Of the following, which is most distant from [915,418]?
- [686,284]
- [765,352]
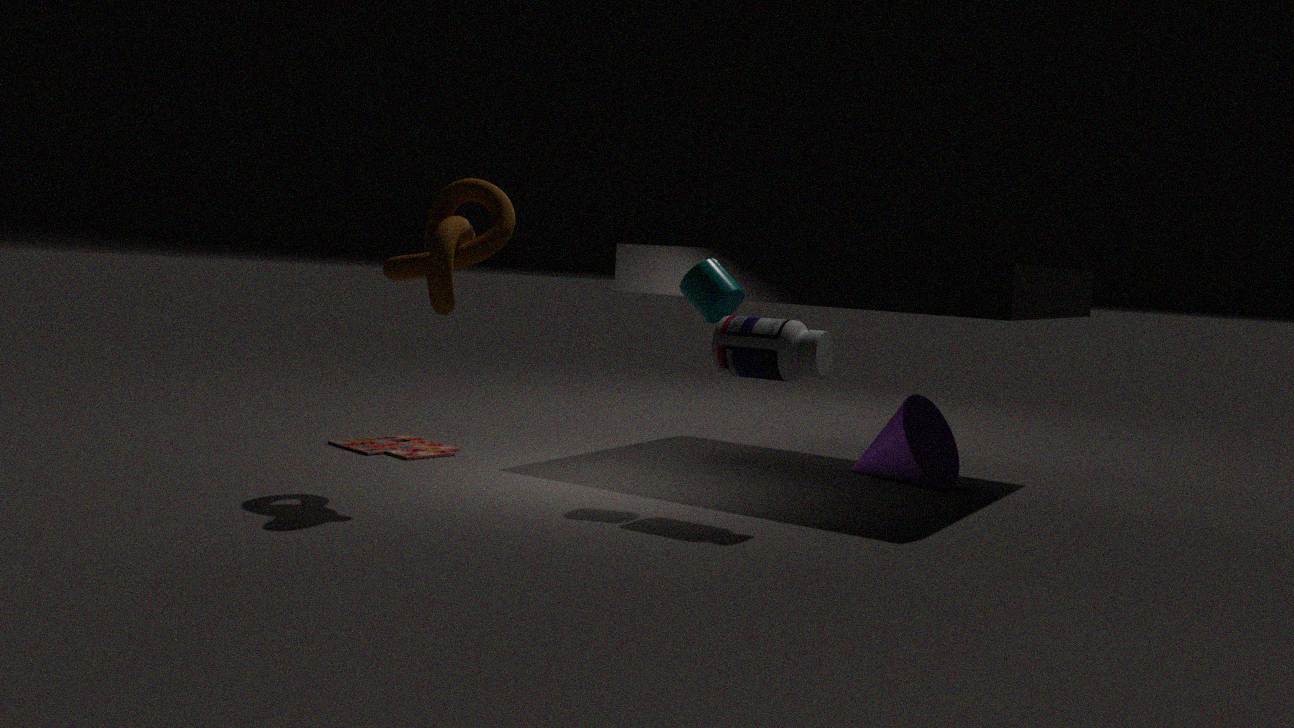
[686,284]
